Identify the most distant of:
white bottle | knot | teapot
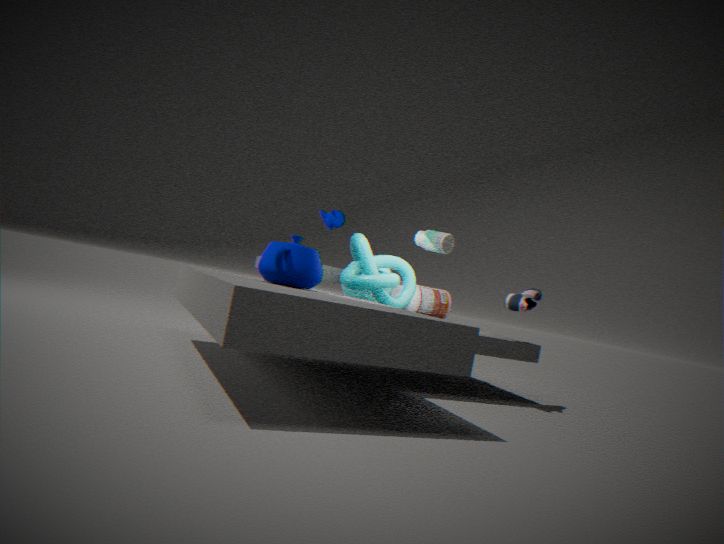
white bottle
